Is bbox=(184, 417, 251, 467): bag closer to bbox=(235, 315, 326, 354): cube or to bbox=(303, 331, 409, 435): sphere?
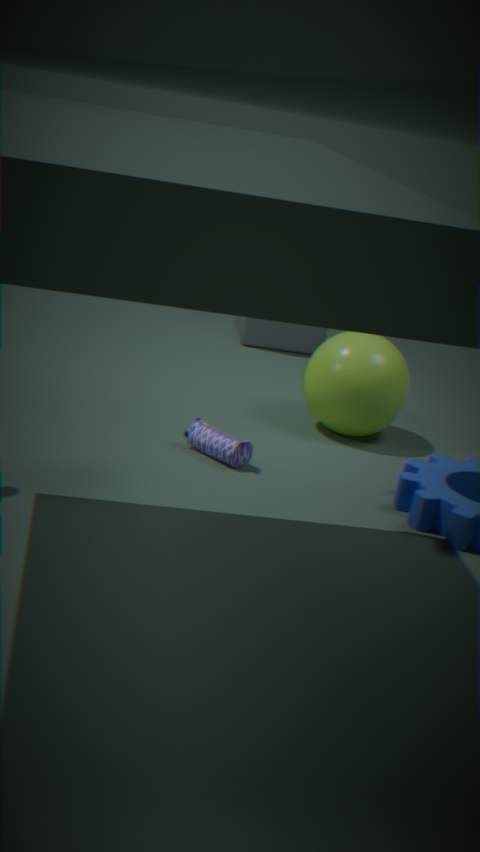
bbox=(303, 331, 409, 435): sphere
